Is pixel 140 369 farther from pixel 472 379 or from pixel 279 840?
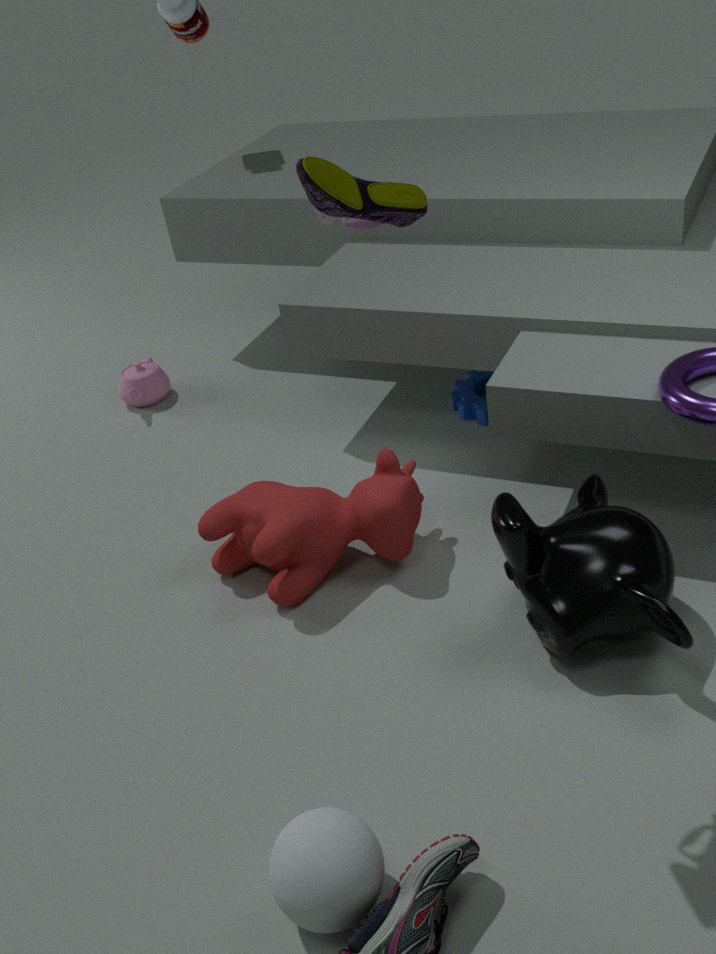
pixel 279 840
